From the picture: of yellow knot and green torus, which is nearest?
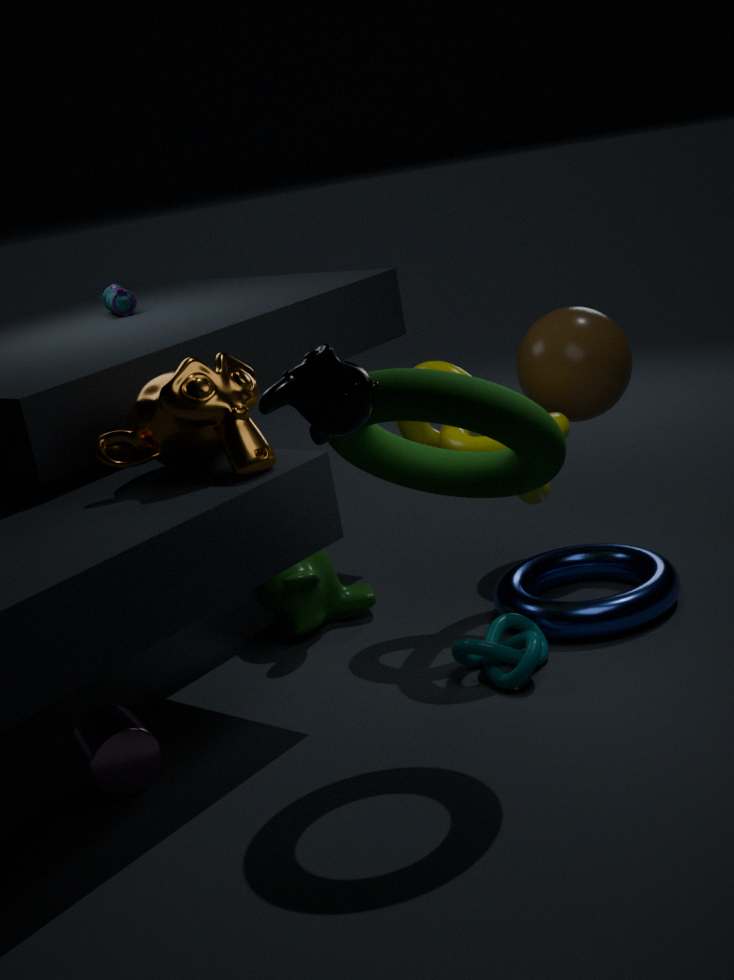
green torus
